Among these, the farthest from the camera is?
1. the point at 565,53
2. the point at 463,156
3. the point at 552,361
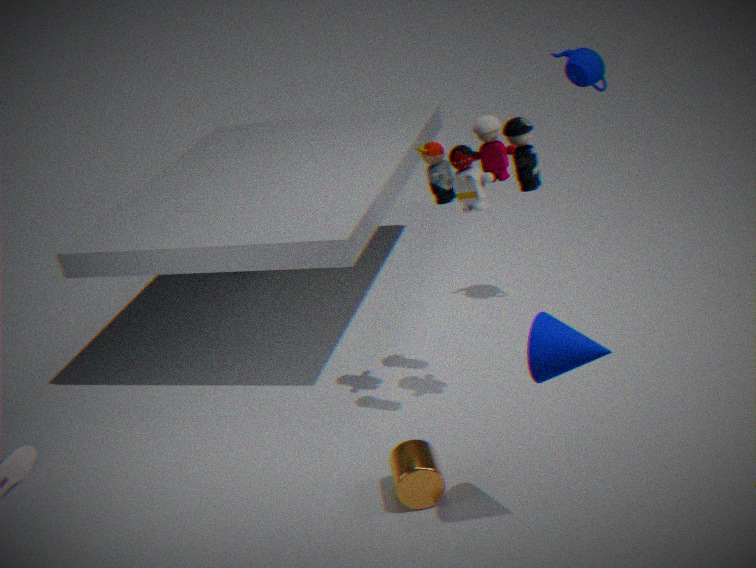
the point at 565,53
